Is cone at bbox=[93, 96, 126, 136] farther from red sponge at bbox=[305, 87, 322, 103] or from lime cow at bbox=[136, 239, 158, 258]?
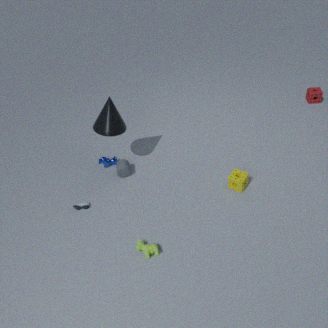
red sponge at bbox=[305, 87, 322, 103]
